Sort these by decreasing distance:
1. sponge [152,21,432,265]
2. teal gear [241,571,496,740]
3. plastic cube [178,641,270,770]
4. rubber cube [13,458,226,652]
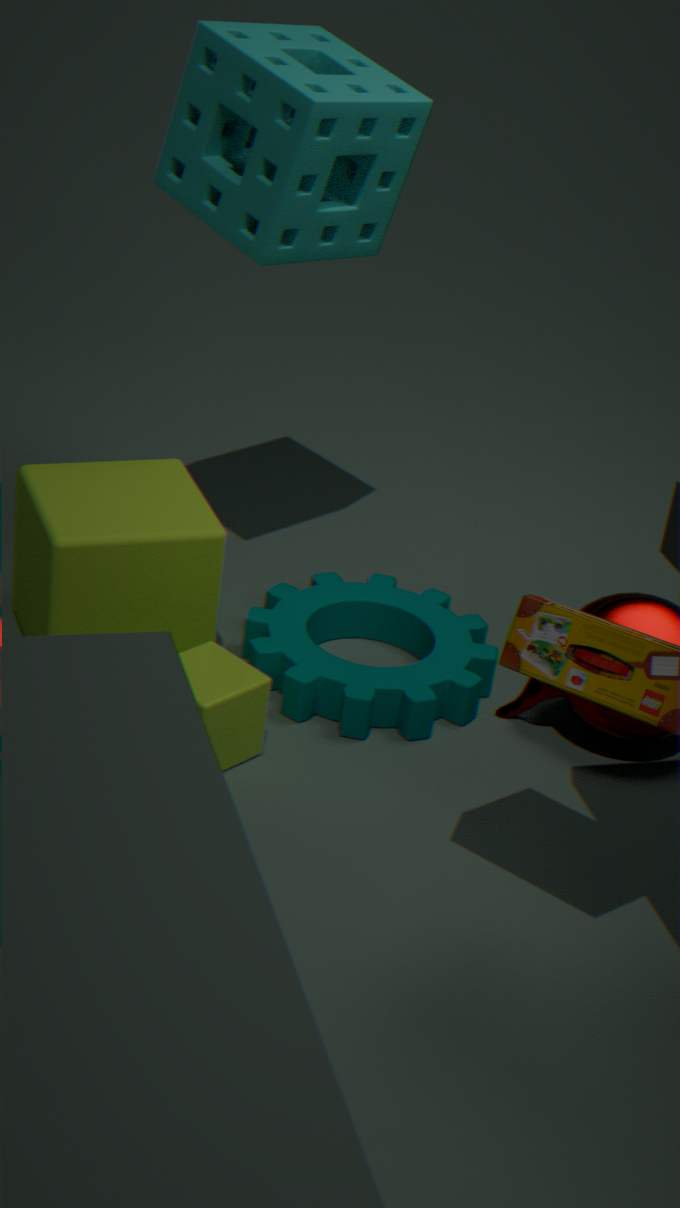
1. teal gear [241,571,496,740]
2. rubber cube [13,458,226,652]
3. sponge [152,21,432,265]
4. plastic cube [178,641,270,770]
